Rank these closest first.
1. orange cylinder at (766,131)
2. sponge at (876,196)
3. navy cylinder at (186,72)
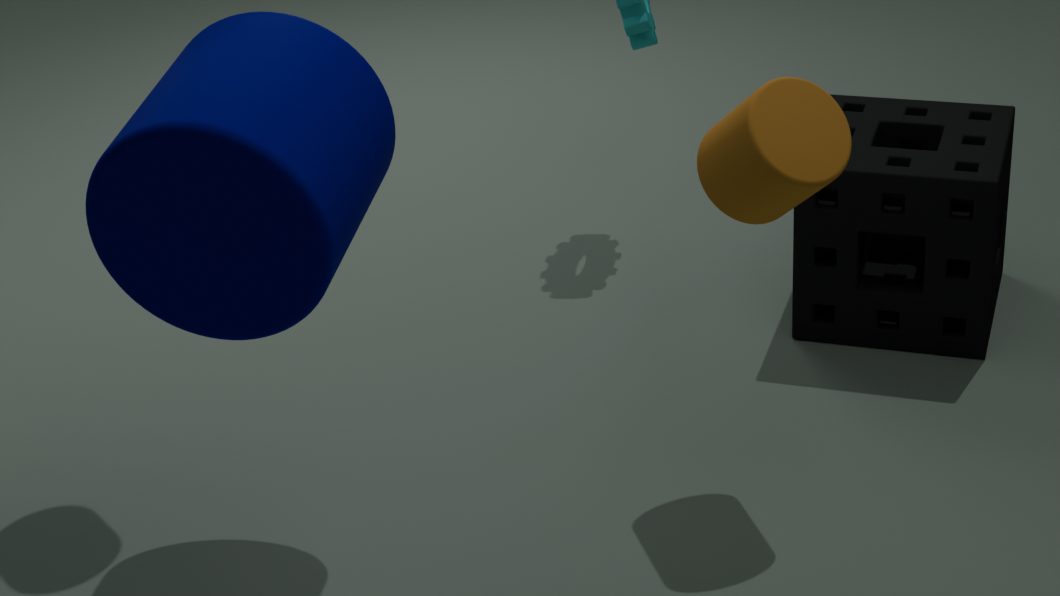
navy cylinder at (186,72) → orange cylinder at (766,131) → sponge at (876,196)
